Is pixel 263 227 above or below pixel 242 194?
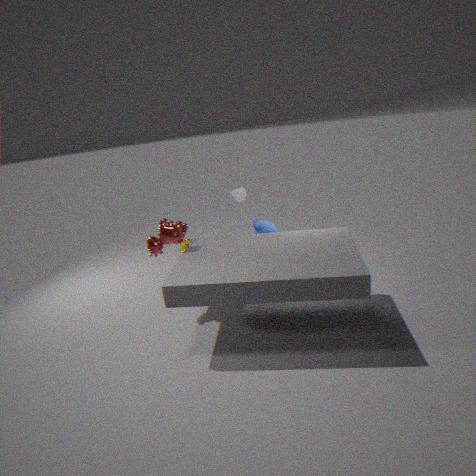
below
